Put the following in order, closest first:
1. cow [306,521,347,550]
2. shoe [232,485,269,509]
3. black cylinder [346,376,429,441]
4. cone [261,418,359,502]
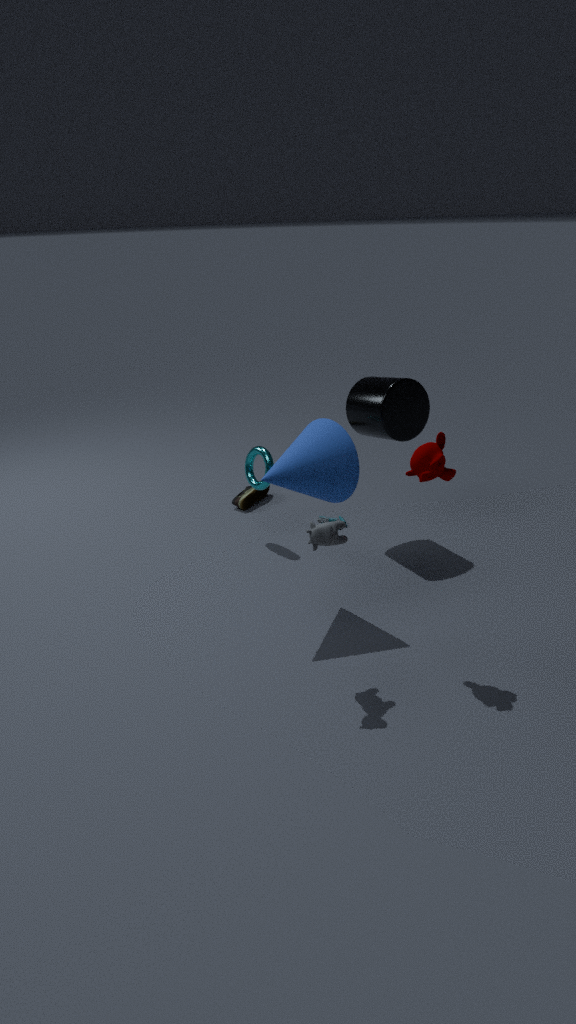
cow [306,521,347,550] → cone [261,418,359,502] → black cylinder [346,376,429,441] → shoe [232,485,269,509]
